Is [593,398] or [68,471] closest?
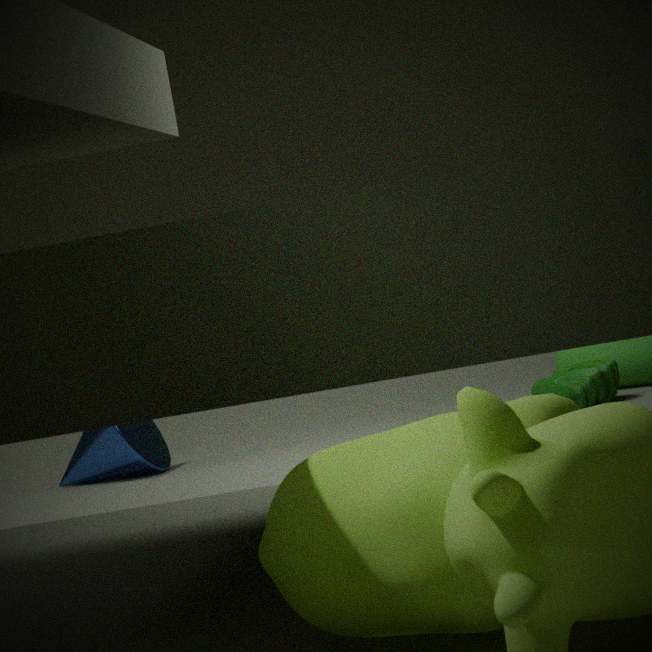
[593,398]
